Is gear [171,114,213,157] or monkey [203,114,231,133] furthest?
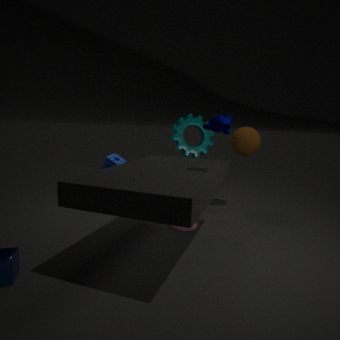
gear [171,114,213,157]
